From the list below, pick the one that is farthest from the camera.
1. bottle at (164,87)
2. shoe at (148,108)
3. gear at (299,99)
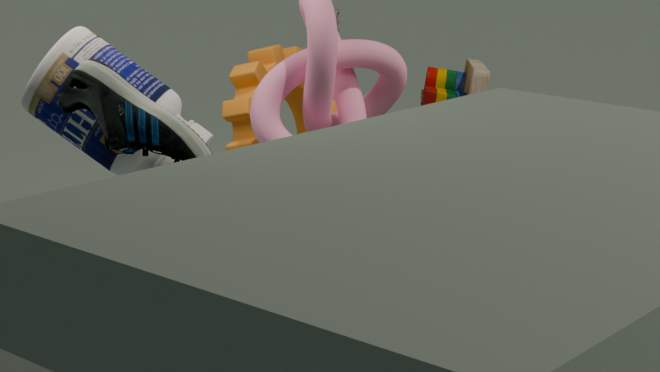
gear at (299,99)
